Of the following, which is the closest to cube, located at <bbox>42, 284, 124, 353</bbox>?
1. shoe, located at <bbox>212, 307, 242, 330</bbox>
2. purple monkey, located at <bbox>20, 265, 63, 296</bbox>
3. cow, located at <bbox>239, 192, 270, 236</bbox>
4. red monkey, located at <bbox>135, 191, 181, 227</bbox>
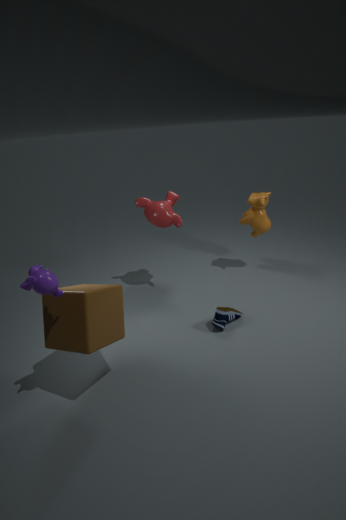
purple monkey, located at <bbox>20, 265, 63, 296</bbox>
